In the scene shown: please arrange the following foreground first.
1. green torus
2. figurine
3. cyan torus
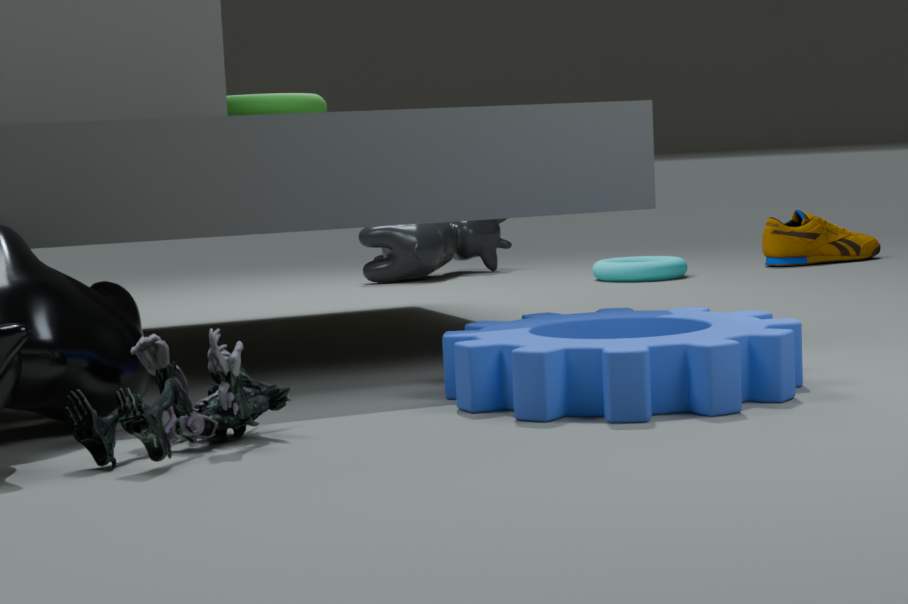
figurine < green torus < cyan torus
